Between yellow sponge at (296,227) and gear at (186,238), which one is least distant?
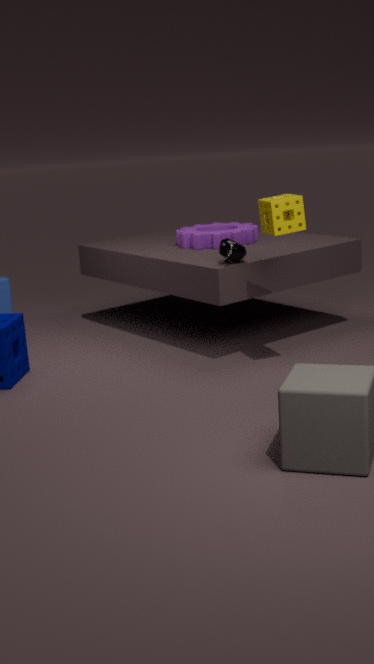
yellow sponge at (296,227)
